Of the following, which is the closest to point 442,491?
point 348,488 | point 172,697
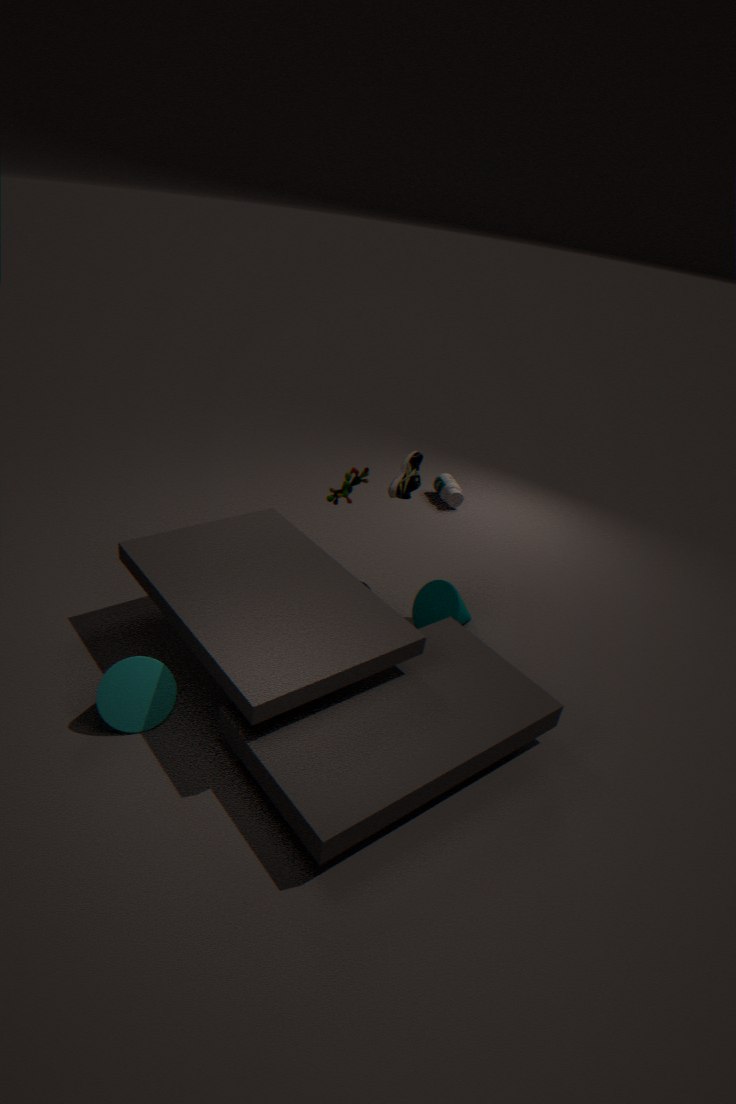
point 348,488
